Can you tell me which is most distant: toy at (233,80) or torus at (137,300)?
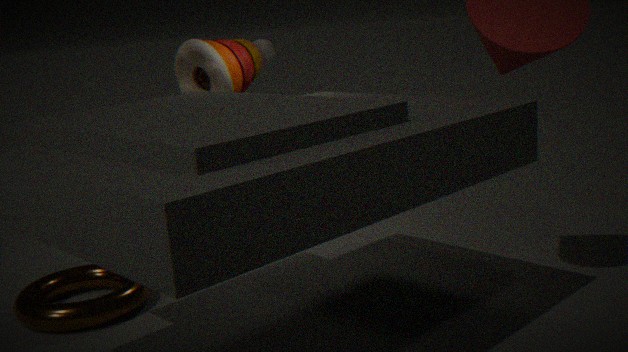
toy at (233,80)
